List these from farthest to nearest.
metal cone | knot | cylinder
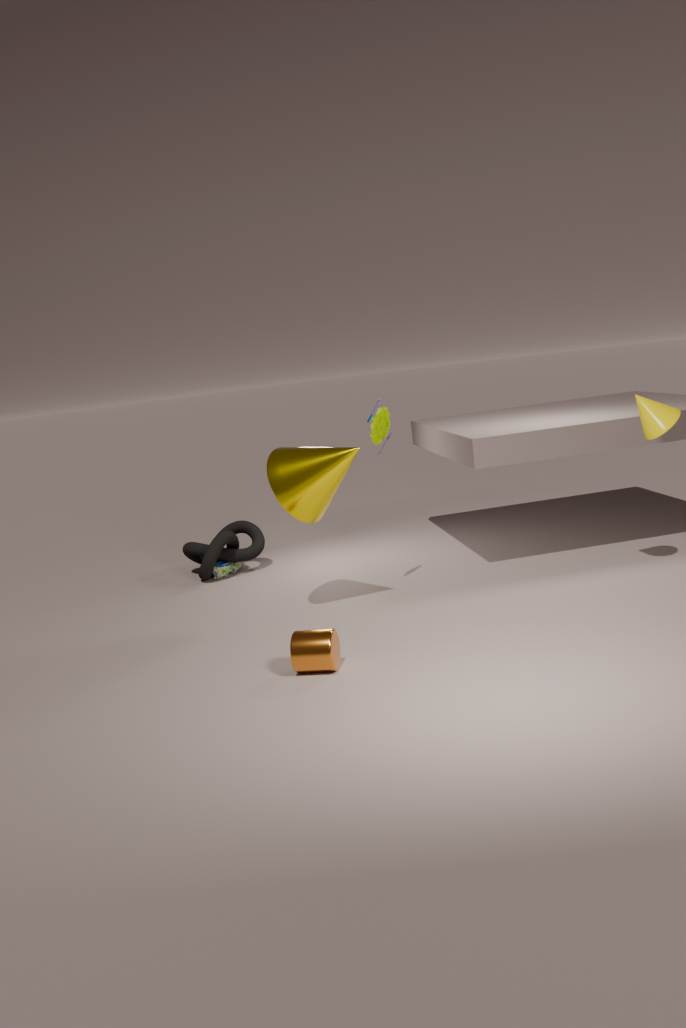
knot, metal cone, cylinder
